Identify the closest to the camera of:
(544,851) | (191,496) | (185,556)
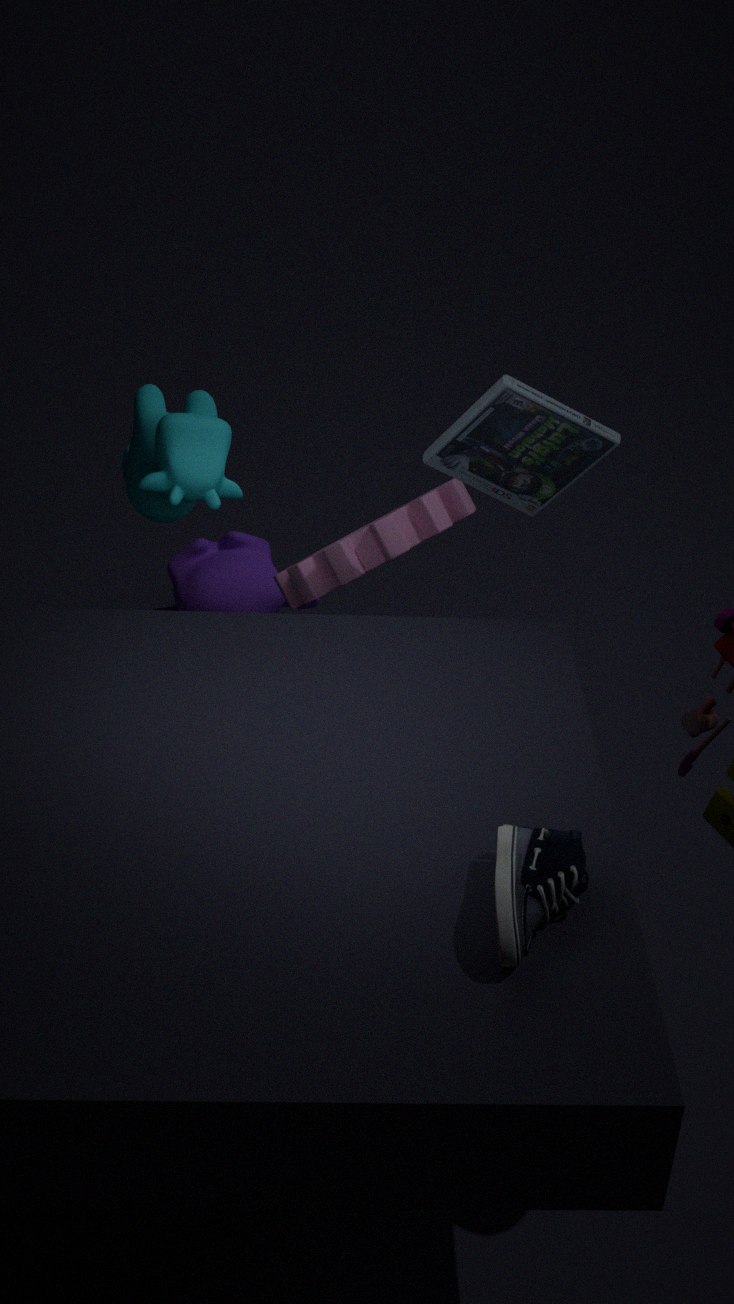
(544,851)
